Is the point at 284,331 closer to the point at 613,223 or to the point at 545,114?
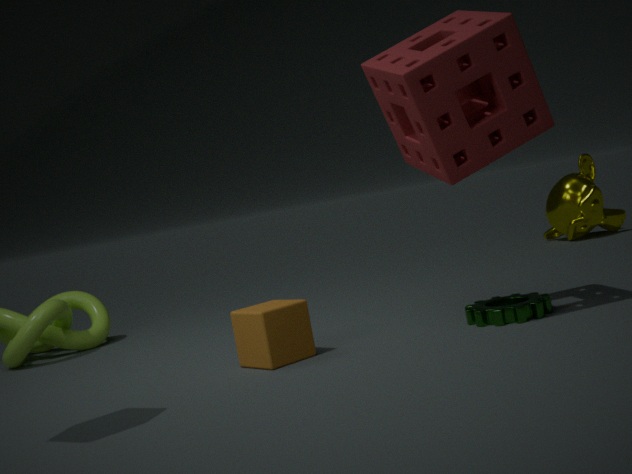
the point at 545,114
